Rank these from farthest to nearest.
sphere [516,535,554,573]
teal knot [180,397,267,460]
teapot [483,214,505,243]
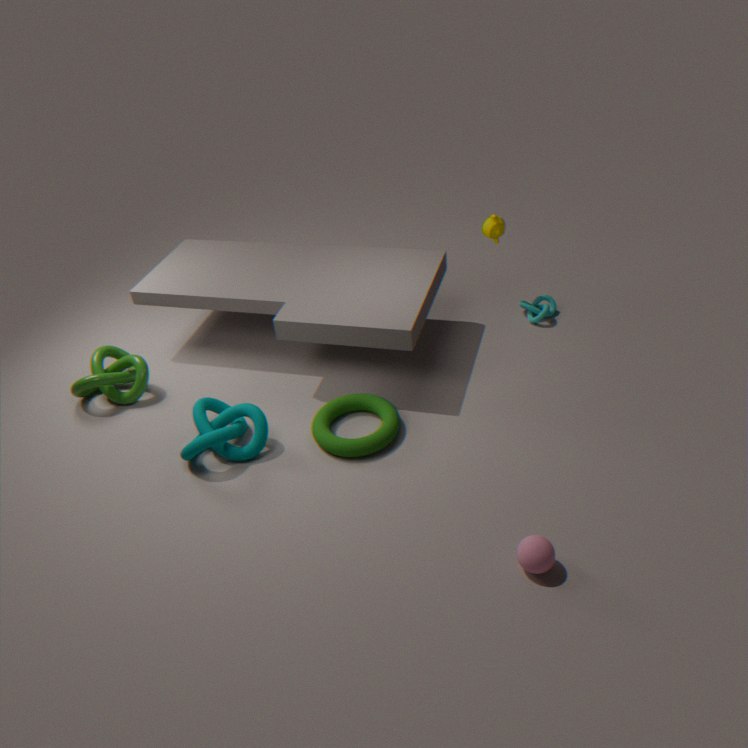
teapot [483,214,505,243] → teal knot [180,397,267,460] → sphere [516,535,554,573]
